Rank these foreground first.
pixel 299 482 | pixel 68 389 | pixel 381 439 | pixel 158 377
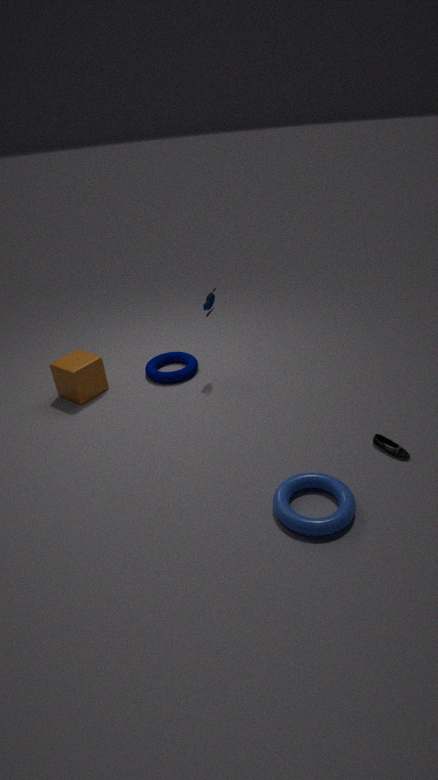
pixel 299 482 < pixel 381 439 < pixel 68 389 < pixel 158 377
